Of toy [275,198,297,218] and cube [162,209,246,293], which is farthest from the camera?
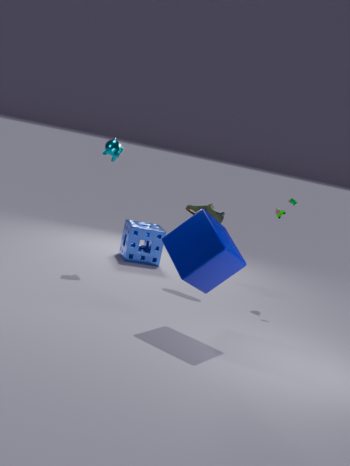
toy [275,198,297,218]
